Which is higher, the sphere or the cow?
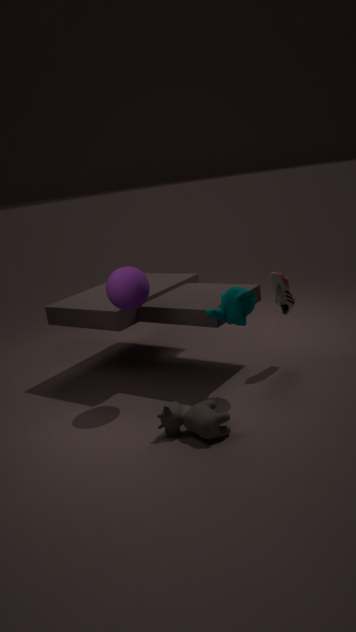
the sphere
